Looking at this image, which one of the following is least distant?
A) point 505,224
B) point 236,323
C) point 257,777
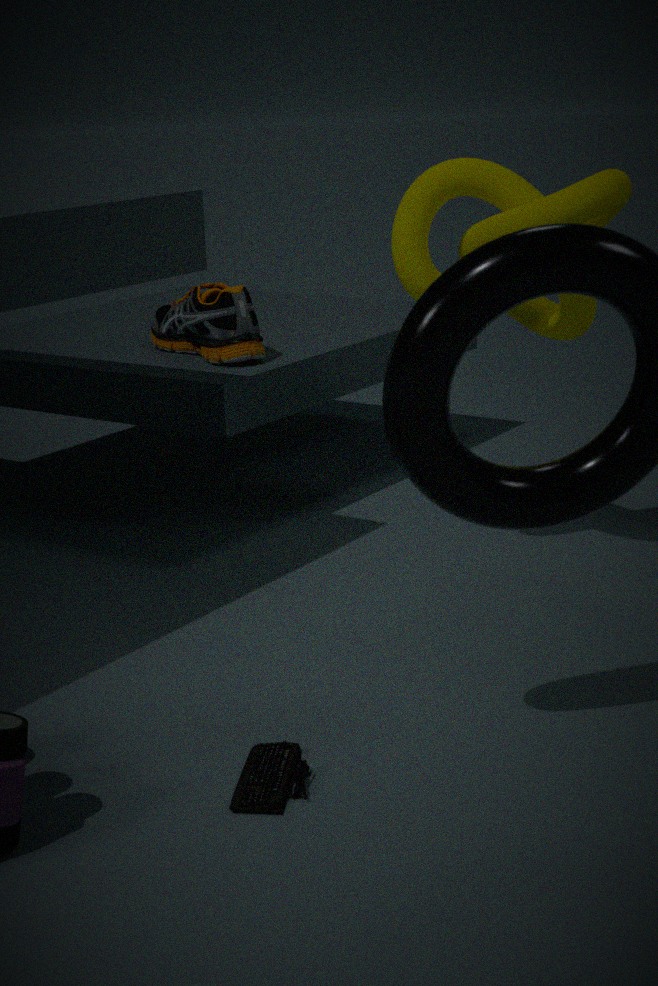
point 257,777
